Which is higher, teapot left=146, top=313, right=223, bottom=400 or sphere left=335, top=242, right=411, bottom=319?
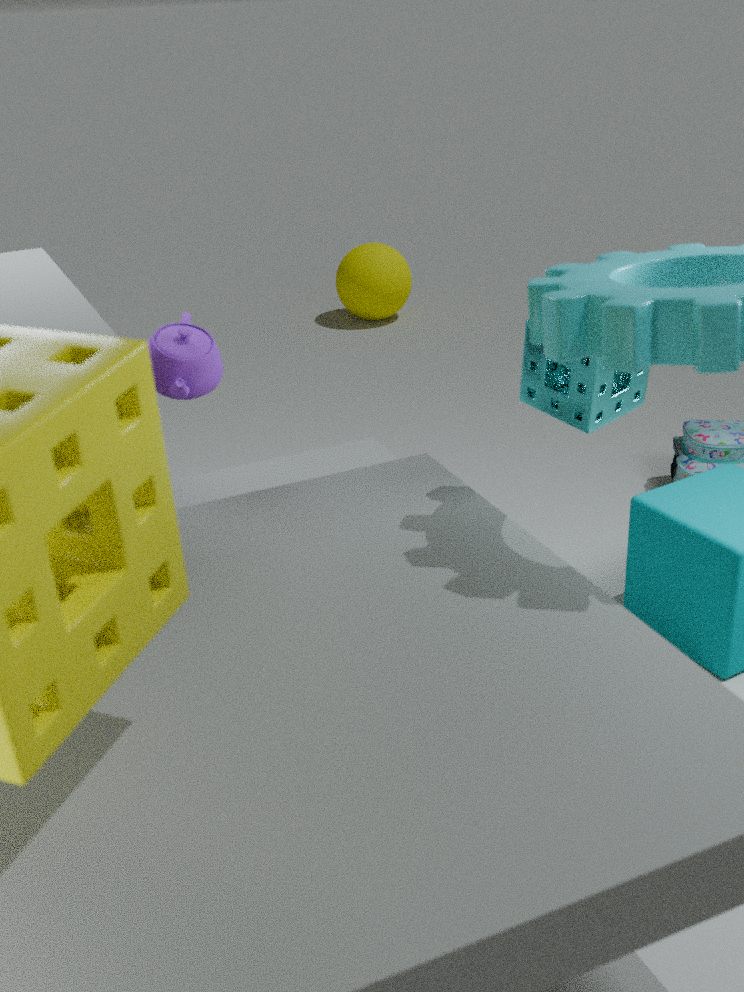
teapot left=146, top=313, right=223, bottom=400
